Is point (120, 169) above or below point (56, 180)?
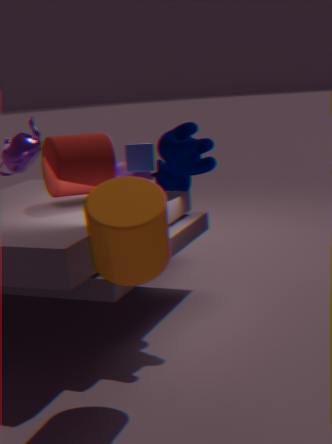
below
